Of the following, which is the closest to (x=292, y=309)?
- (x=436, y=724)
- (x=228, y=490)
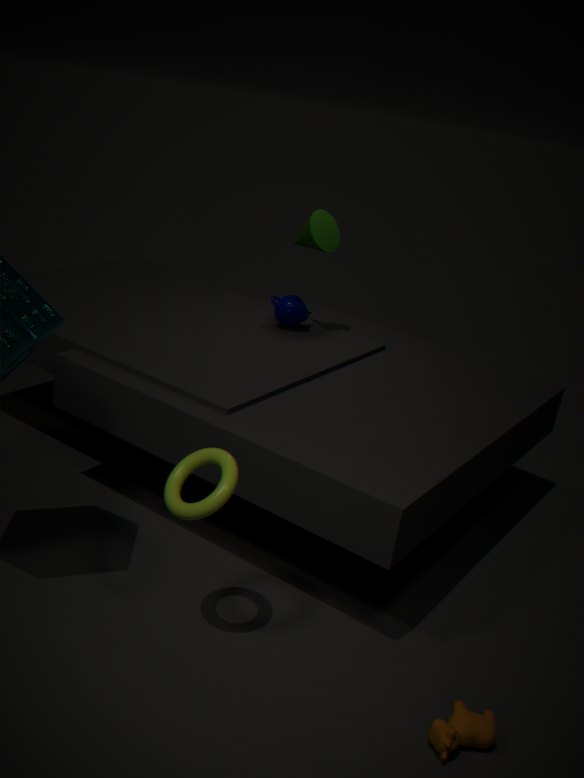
(x=228, y=490)
